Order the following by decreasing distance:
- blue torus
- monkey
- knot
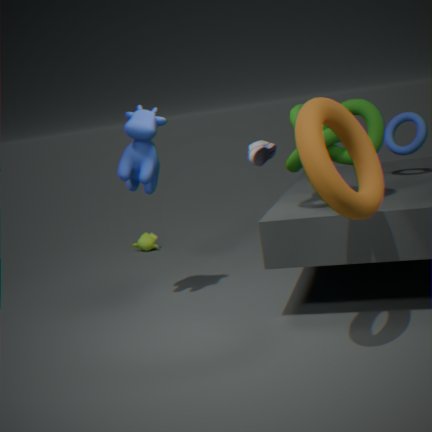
monkey → blue torus → knot
